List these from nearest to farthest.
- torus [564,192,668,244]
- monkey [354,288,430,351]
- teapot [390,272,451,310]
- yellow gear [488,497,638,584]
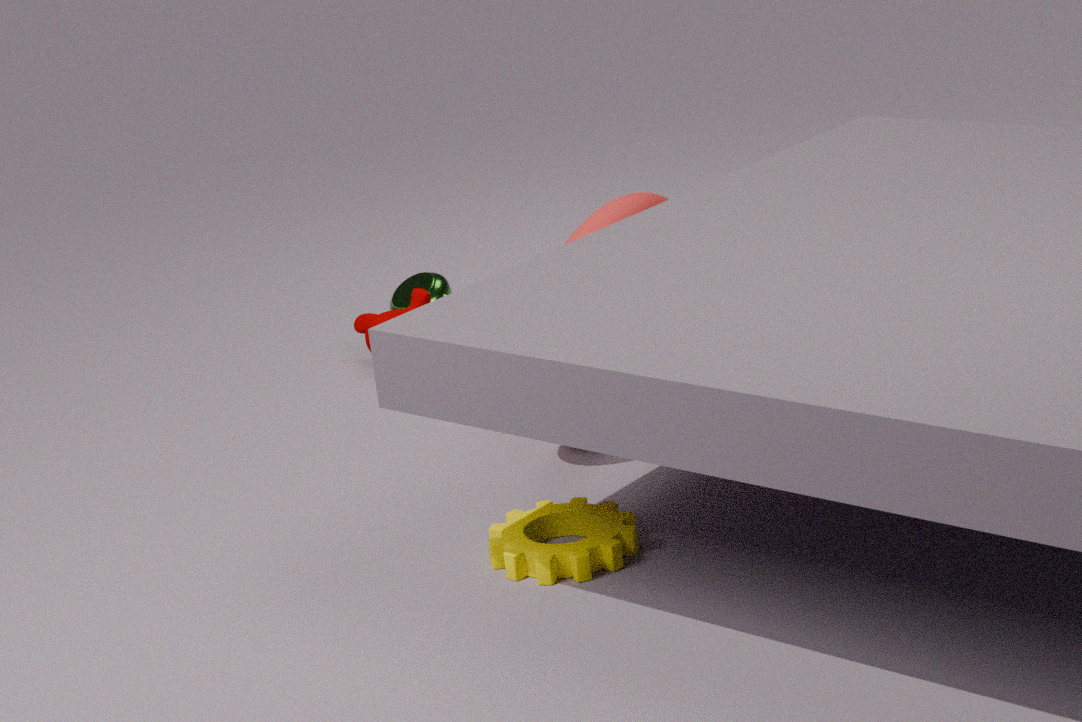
yellow gear [488,497,638,584]
torus [564,192,668,244]
monkey [354,288,430,351]
teapot [390,272,451,310]
